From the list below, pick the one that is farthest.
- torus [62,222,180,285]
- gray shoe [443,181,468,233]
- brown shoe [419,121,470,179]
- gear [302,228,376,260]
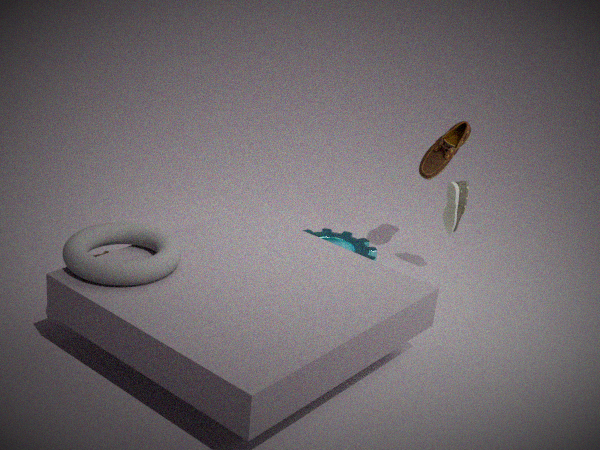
gear [302,228,376,260]
